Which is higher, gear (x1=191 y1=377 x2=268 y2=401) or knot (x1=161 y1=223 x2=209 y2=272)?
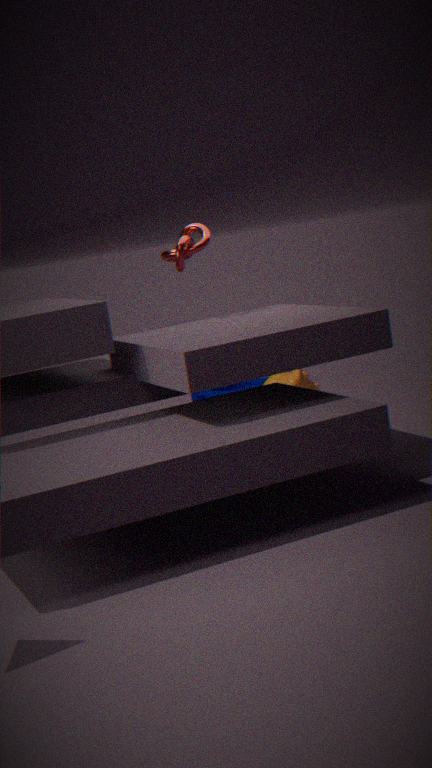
knot (x1=161 y1=223 x2=209 y2=272)
